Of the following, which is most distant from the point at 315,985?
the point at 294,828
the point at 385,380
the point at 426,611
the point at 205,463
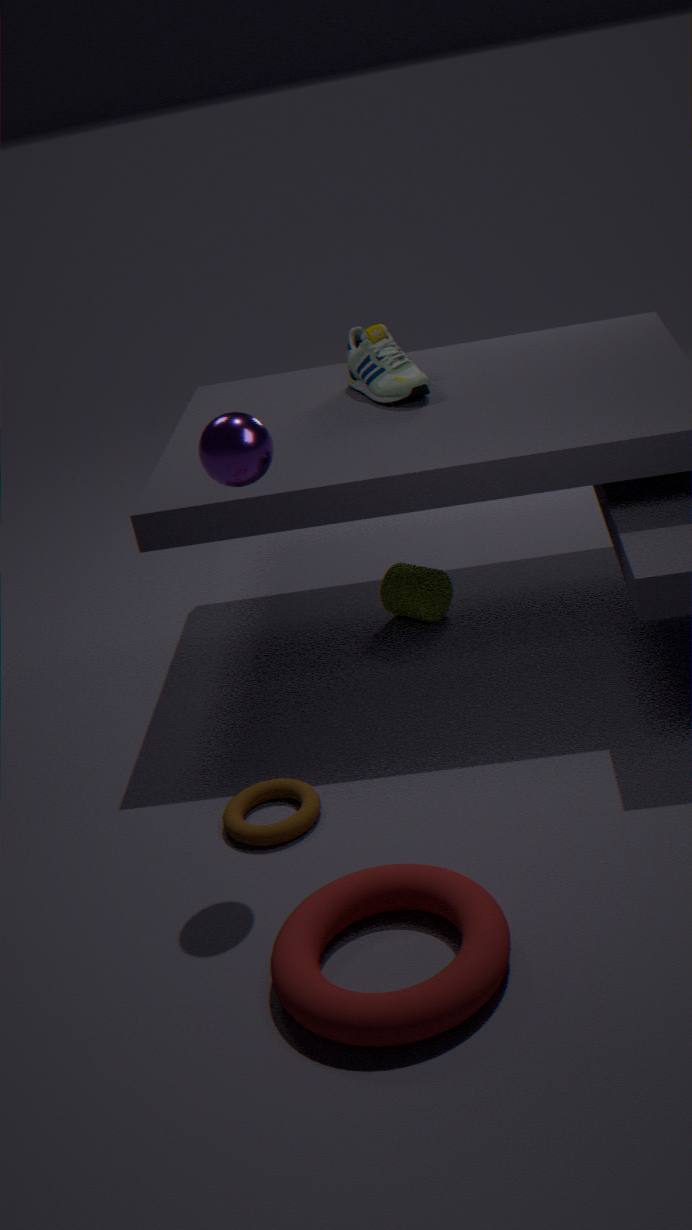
the point at 385,380
